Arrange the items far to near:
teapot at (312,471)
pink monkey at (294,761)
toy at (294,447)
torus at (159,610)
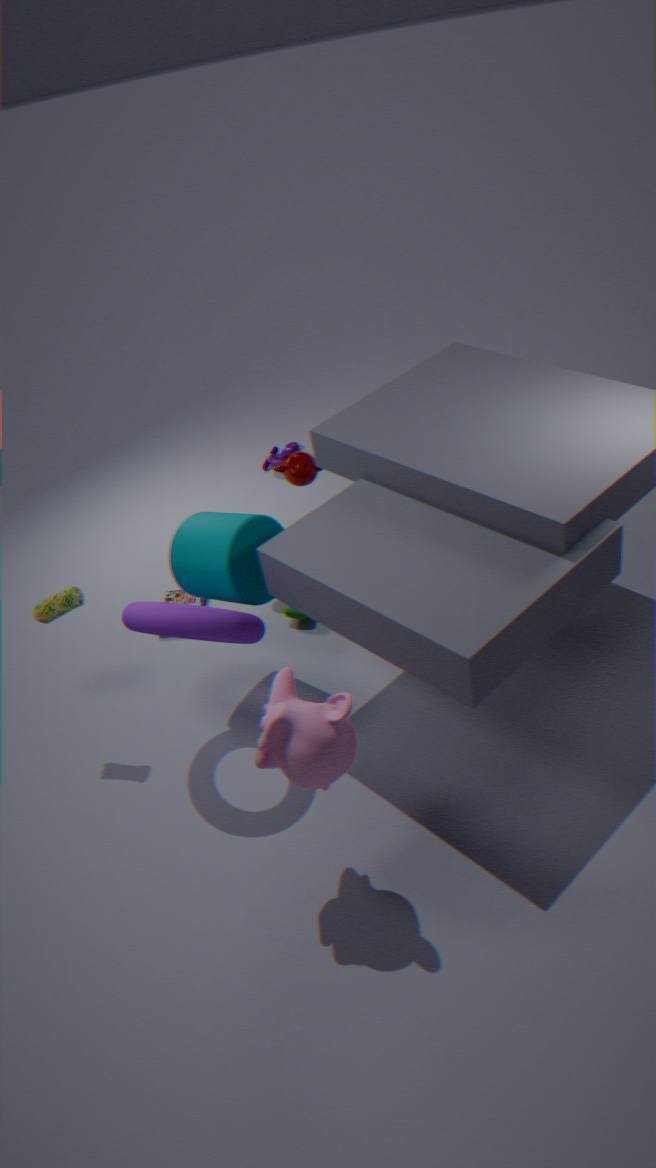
toy at (294,447), teapot at (312,471), torus at (159,610), pink monkey at (294,761)
